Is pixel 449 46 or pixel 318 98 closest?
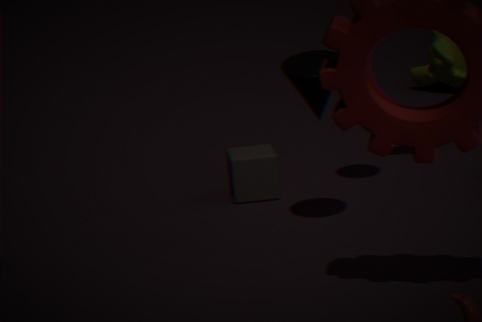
pixel 318 98
